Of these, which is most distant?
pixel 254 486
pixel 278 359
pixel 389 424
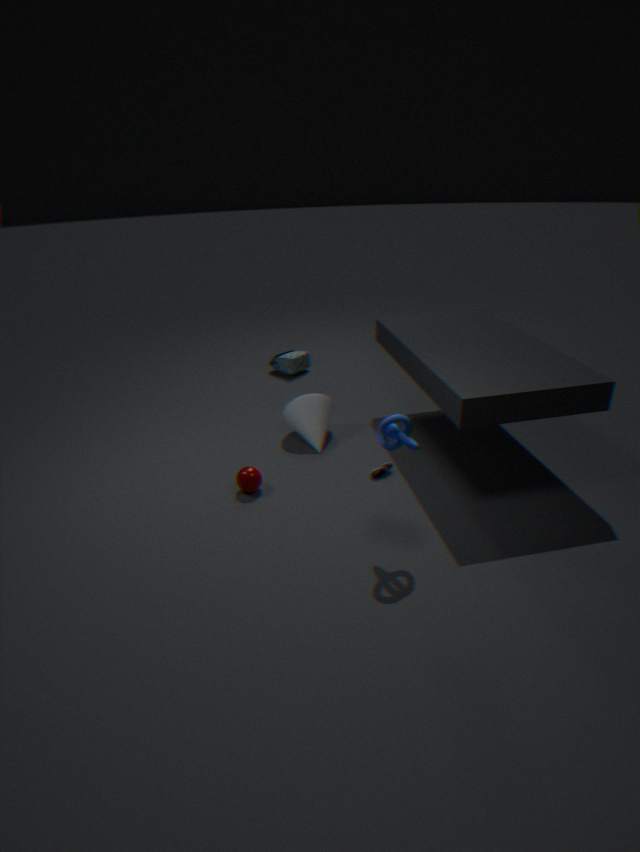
pixel 278 359
